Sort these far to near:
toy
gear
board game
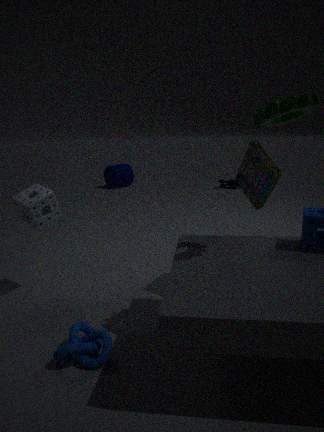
toy → board game → gear
